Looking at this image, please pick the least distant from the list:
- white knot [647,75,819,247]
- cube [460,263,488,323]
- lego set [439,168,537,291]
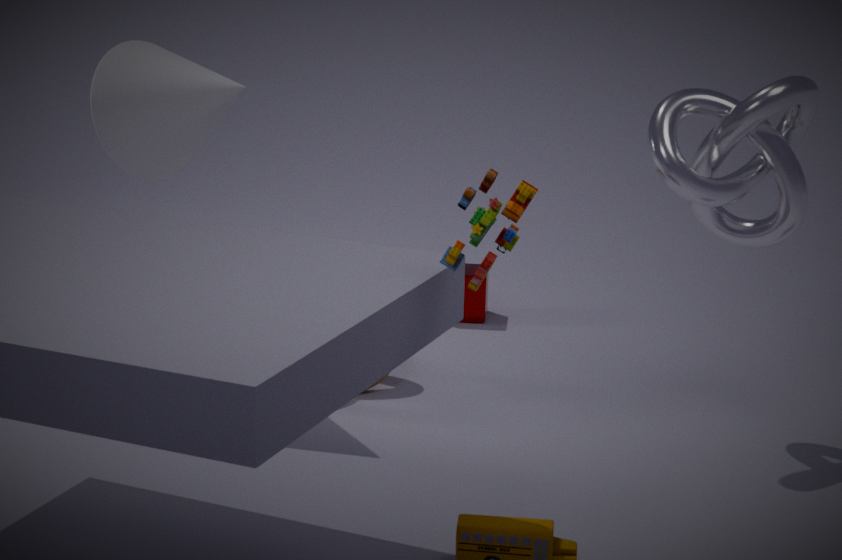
lego set [439,168,537,291]
